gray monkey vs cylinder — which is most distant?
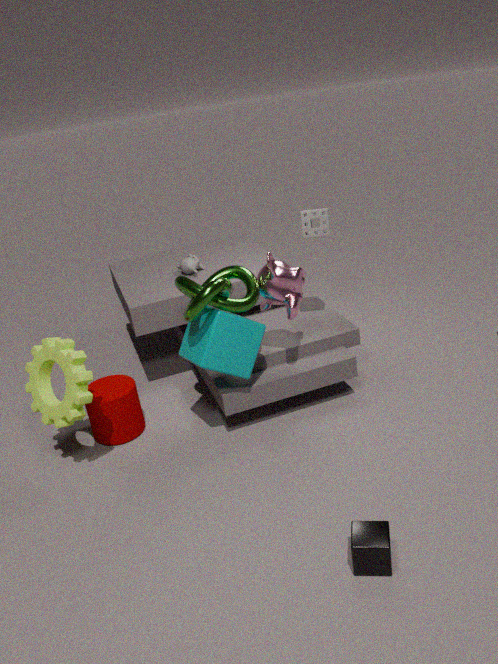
gray monkey
